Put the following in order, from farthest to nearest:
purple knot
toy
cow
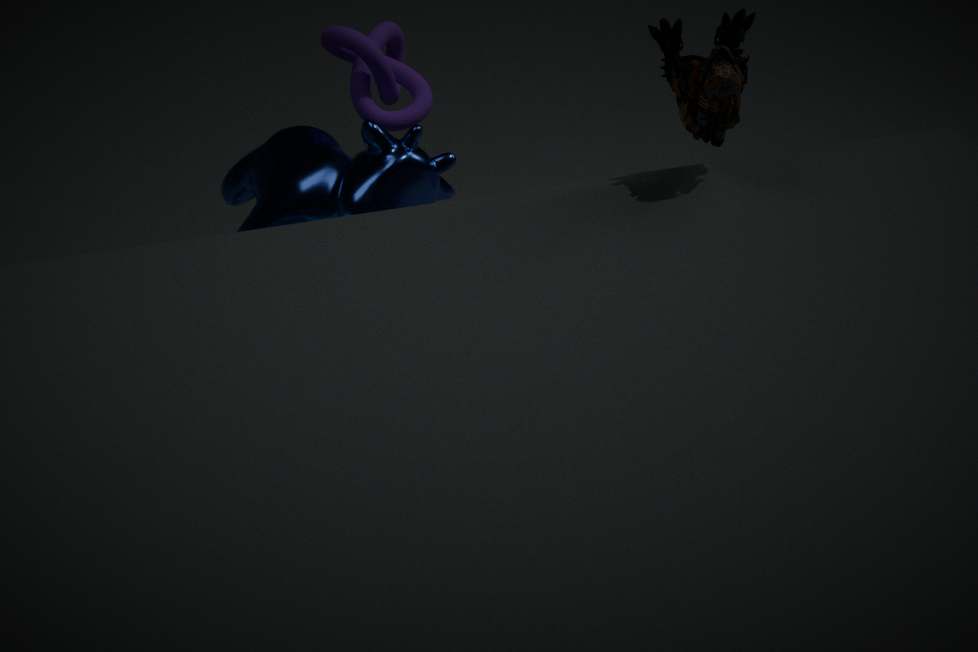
purple knot → cow → toy
